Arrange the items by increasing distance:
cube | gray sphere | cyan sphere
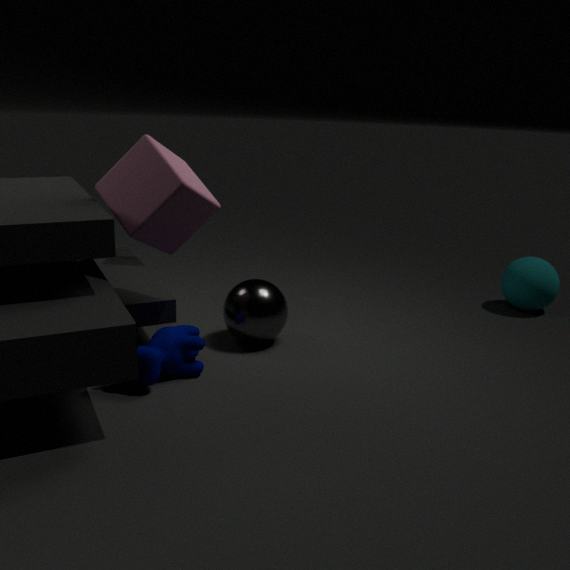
1. cube
2. gray sphere
3. cyan sphere
